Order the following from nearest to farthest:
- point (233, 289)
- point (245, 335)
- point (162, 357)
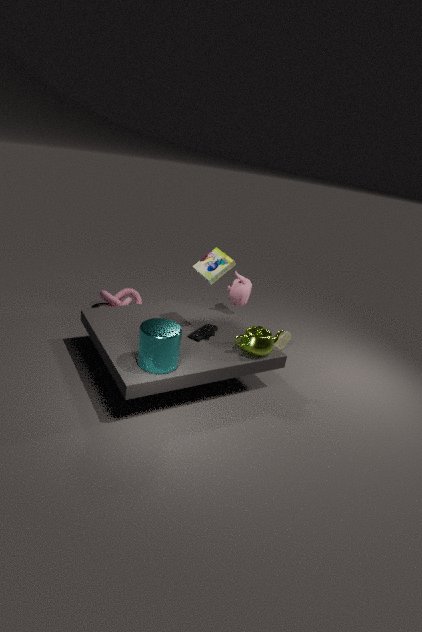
point (162, 357)
point (245, 335)
point (233, 289)
